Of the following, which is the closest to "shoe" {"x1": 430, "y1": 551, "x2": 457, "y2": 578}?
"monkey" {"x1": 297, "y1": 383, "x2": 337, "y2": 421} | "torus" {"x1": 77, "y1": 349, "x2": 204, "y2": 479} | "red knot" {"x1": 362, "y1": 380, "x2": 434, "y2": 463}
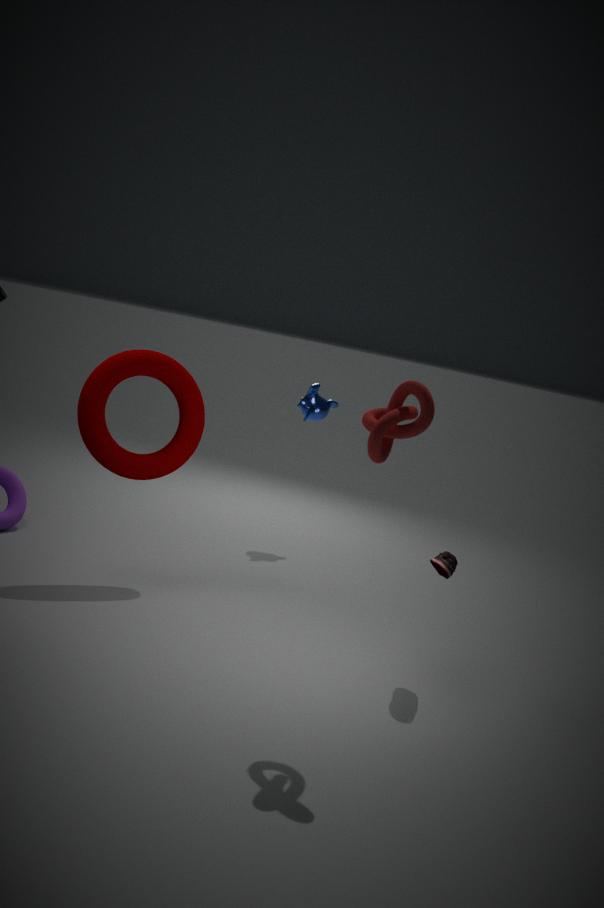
"red knot" {"x1": 362, "y1": 380, "x2": 434, "y2": 463}
